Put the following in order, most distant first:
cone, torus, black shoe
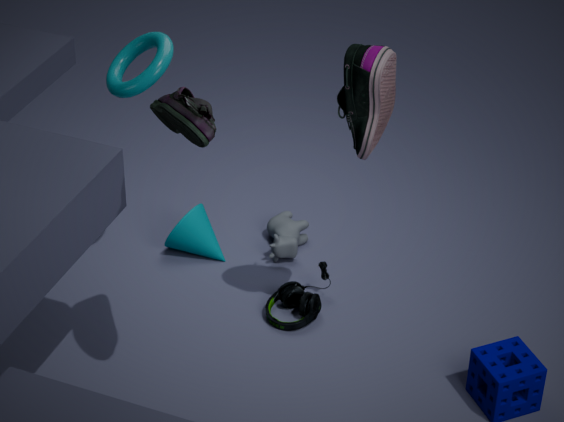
cone, torus, black shoe
